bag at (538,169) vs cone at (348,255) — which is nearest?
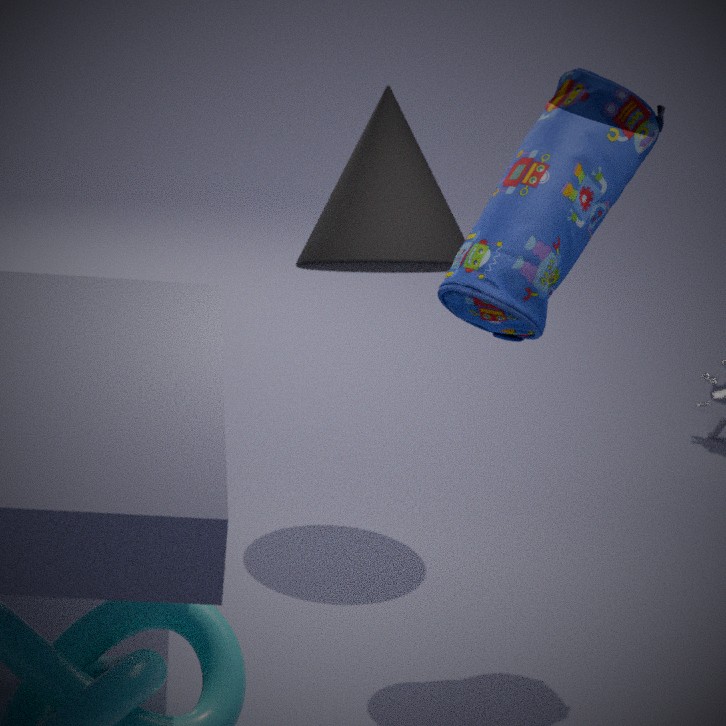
bag at (538,169)
